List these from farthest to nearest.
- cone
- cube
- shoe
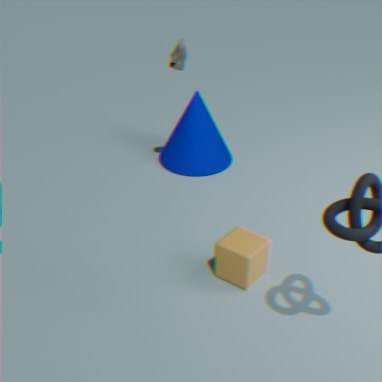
cone → shoe → cube
